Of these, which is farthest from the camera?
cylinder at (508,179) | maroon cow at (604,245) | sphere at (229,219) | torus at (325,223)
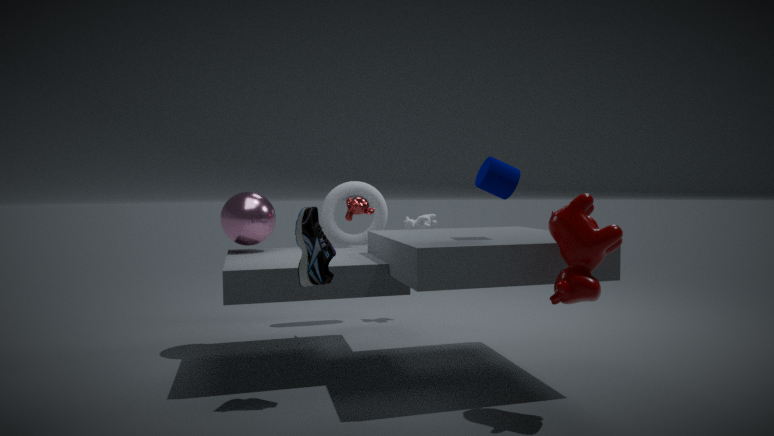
torus at (325,223)
